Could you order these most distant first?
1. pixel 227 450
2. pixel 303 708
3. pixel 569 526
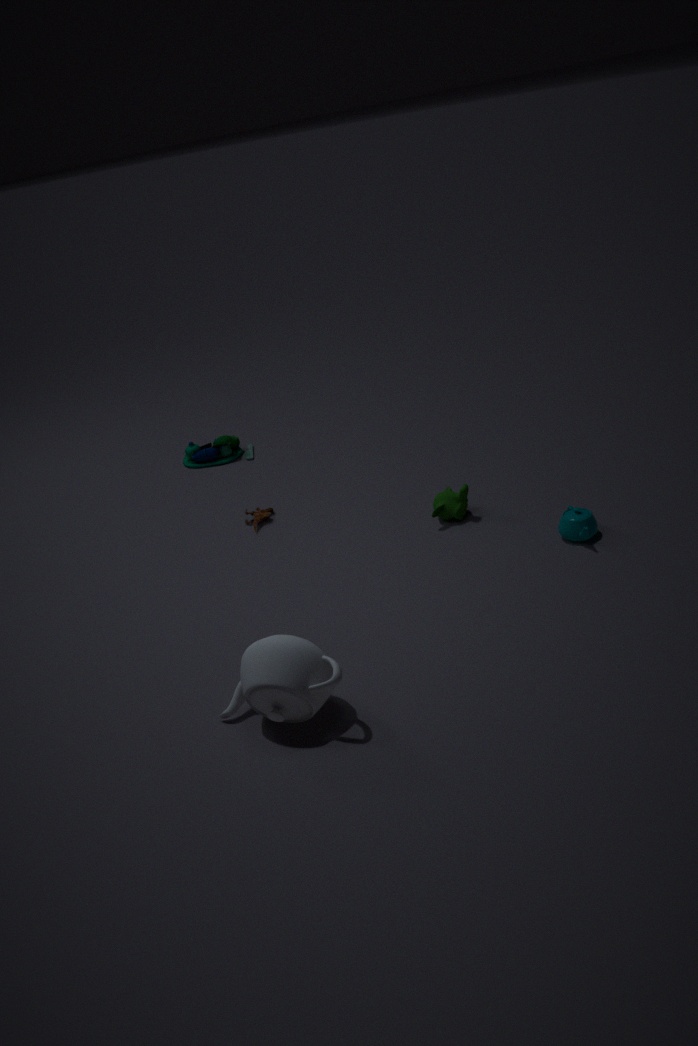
pixel 227 450 < pixel 569 526 < pixel 303 708
